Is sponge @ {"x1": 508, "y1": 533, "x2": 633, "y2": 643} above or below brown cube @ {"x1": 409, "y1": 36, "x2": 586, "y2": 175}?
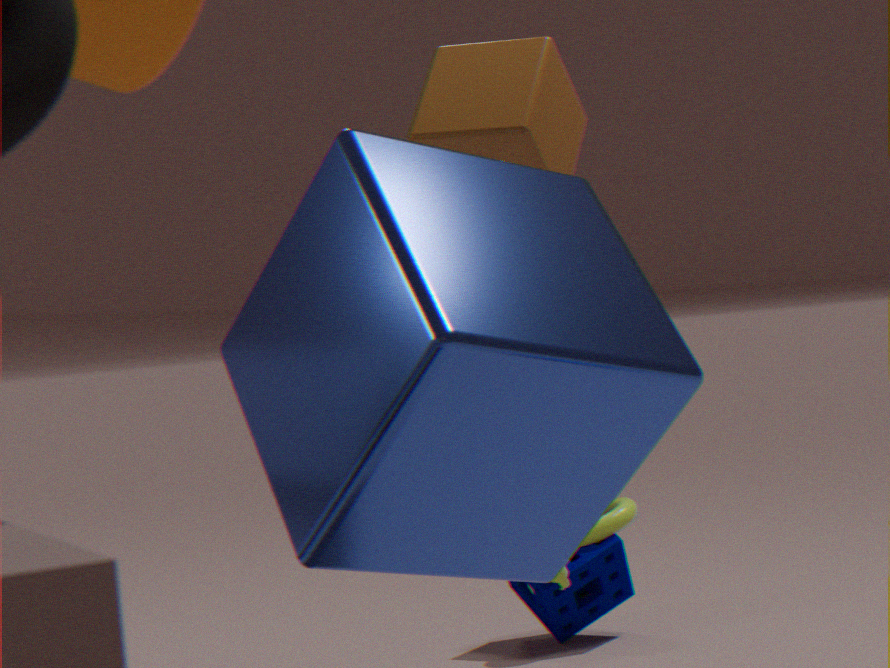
below
